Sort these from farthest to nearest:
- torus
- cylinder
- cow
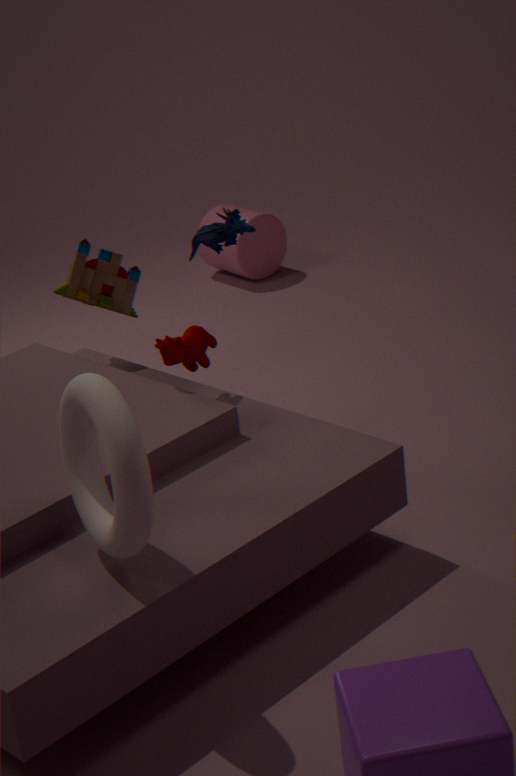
cylinder, cow, torus
